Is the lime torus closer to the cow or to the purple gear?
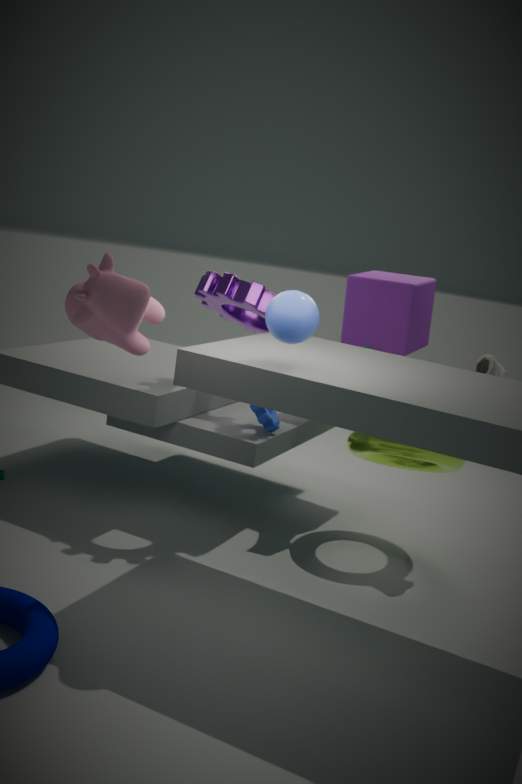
the purple gear
